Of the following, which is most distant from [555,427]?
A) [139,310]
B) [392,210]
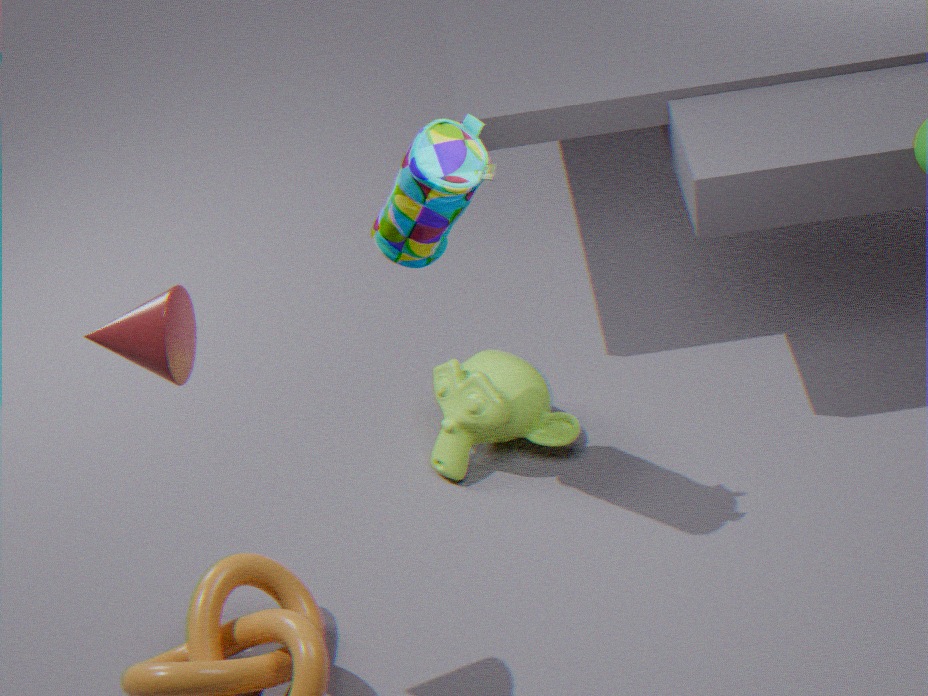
[139,310]
